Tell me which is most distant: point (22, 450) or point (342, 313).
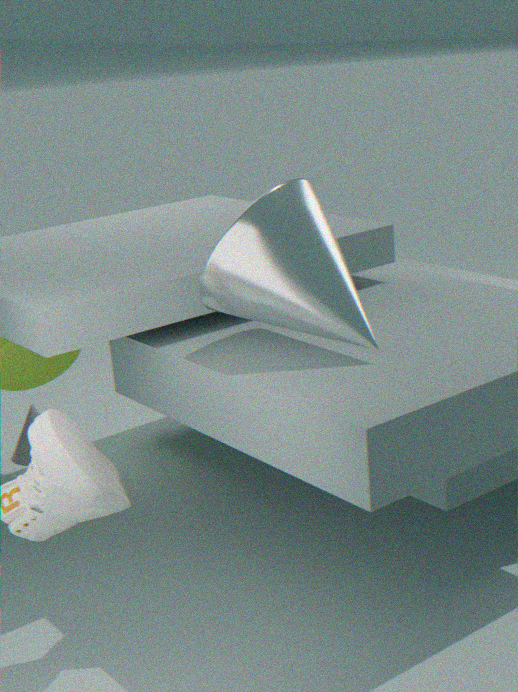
point (22, 450)
